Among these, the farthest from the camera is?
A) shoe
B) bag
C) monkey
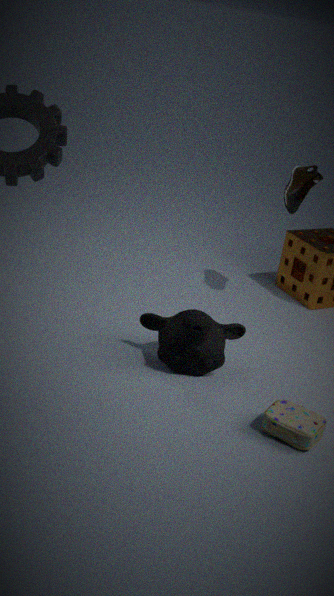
shoe
